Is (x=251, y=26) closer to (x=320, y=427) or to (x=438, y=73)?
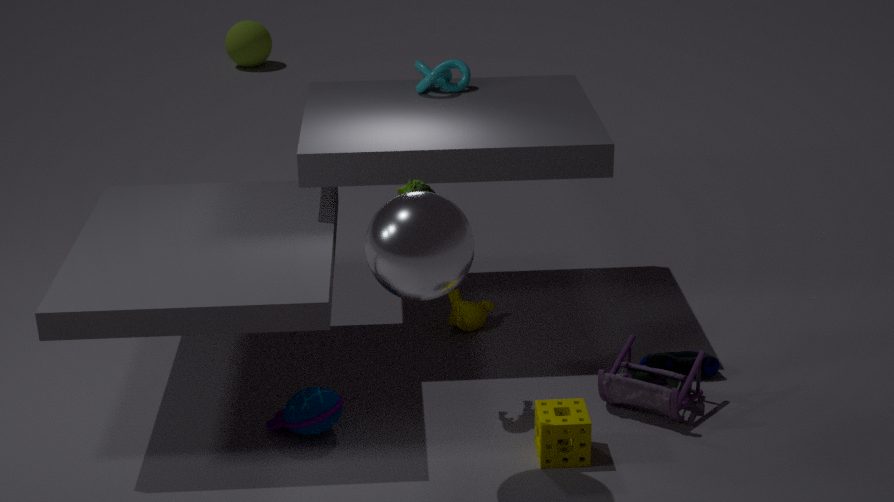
(x=438, y=73)
